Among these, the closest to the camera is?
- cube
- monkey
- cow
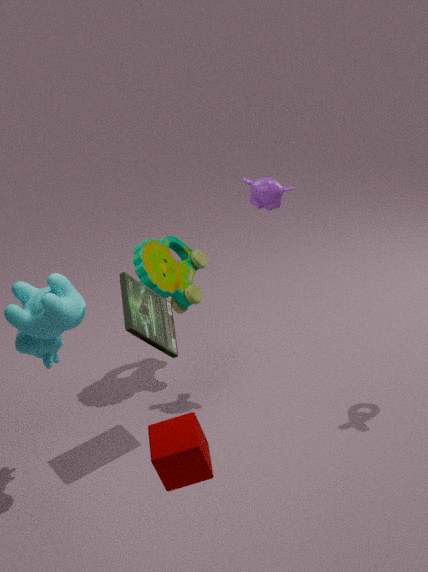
cube
